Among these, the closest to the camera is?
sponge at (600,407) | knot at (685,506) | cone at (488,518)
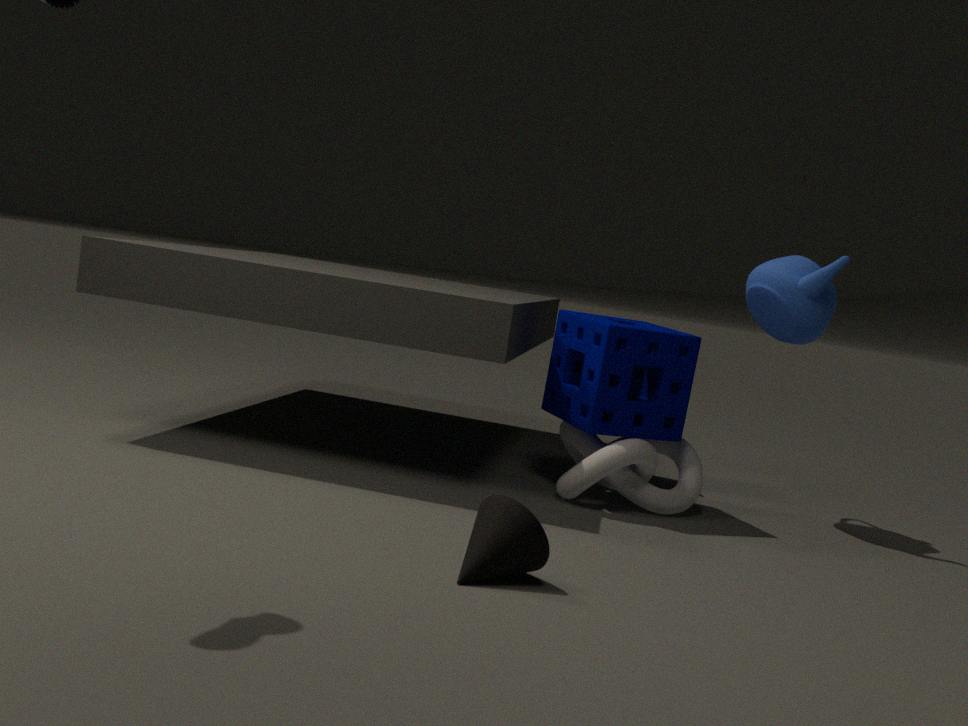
cone at (488,518)
